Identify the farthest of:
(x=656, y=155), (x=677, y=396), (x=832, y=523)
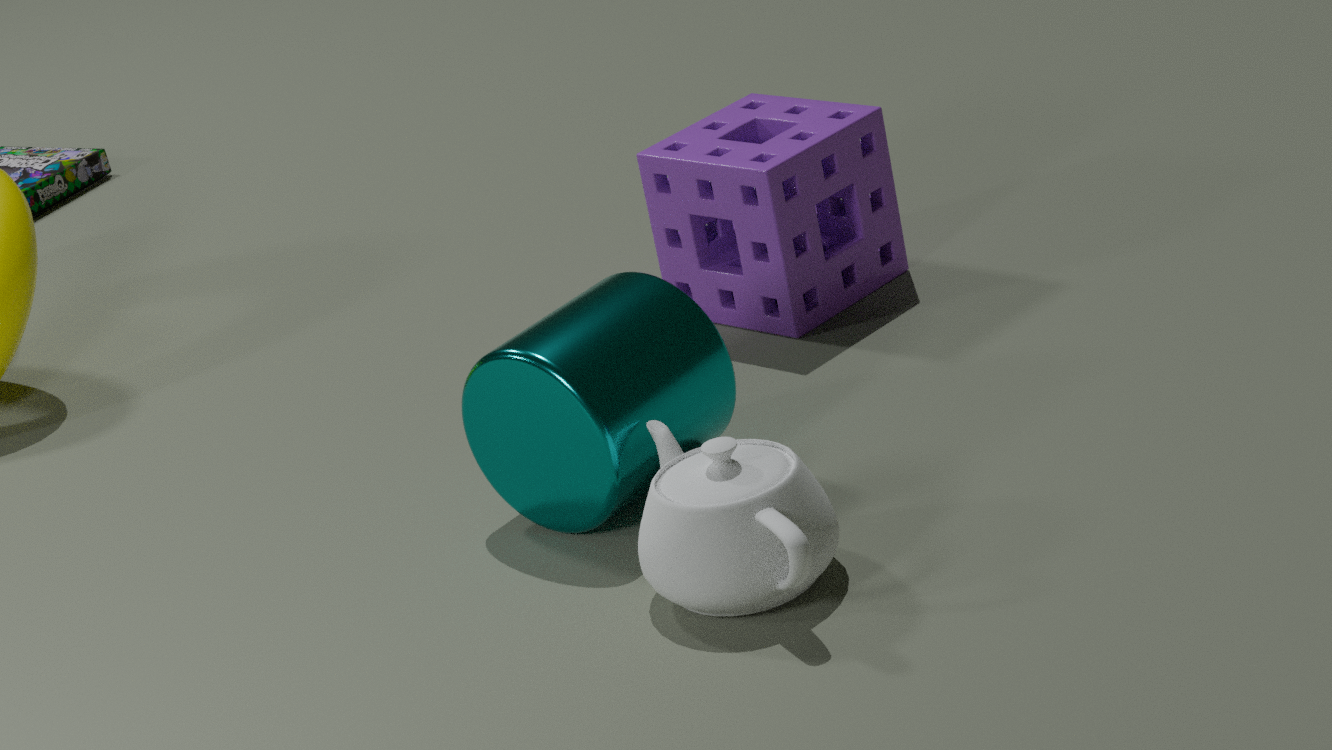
(x=656, y=155)
